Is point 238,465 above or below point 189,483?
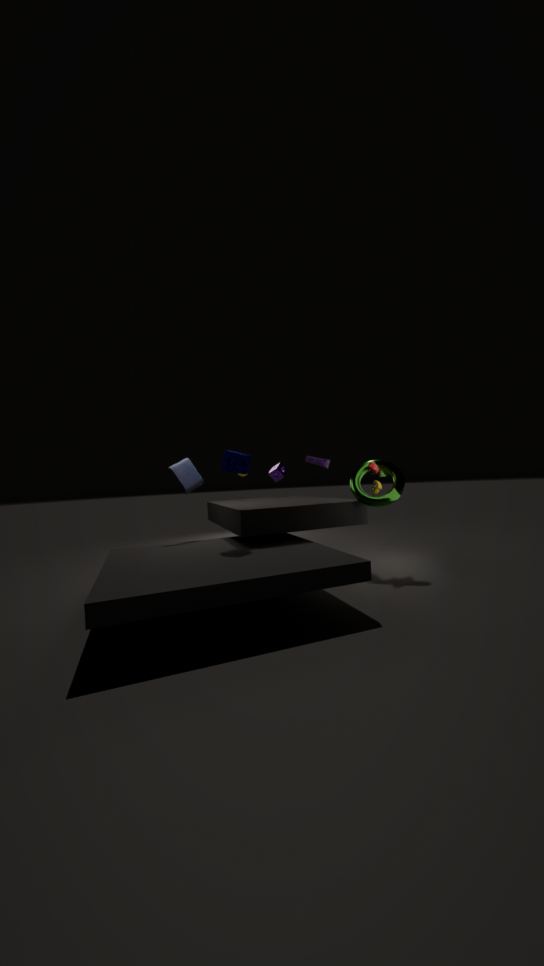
above
